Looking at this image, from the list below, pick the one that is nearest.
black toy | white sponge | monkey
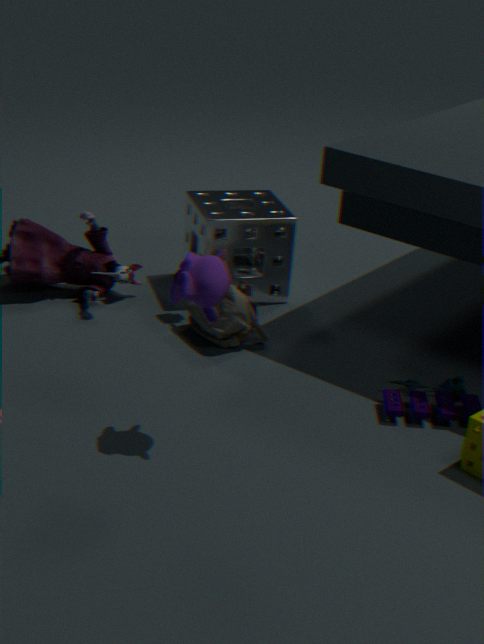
monkey
